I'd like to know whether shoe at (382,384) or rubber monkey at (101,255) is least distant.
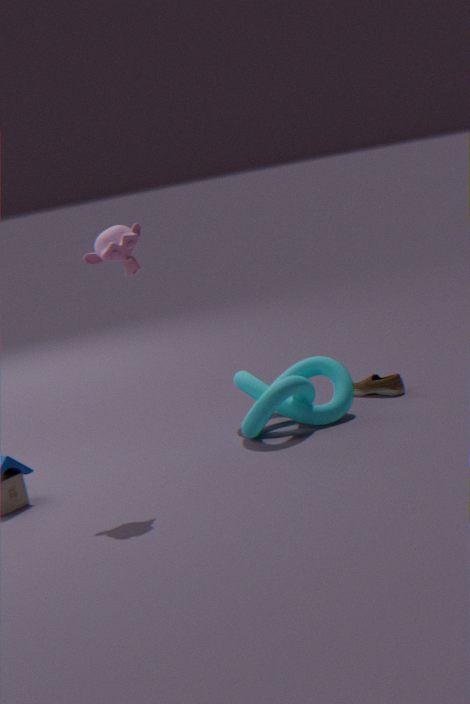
rubber monkey at (101,255)
